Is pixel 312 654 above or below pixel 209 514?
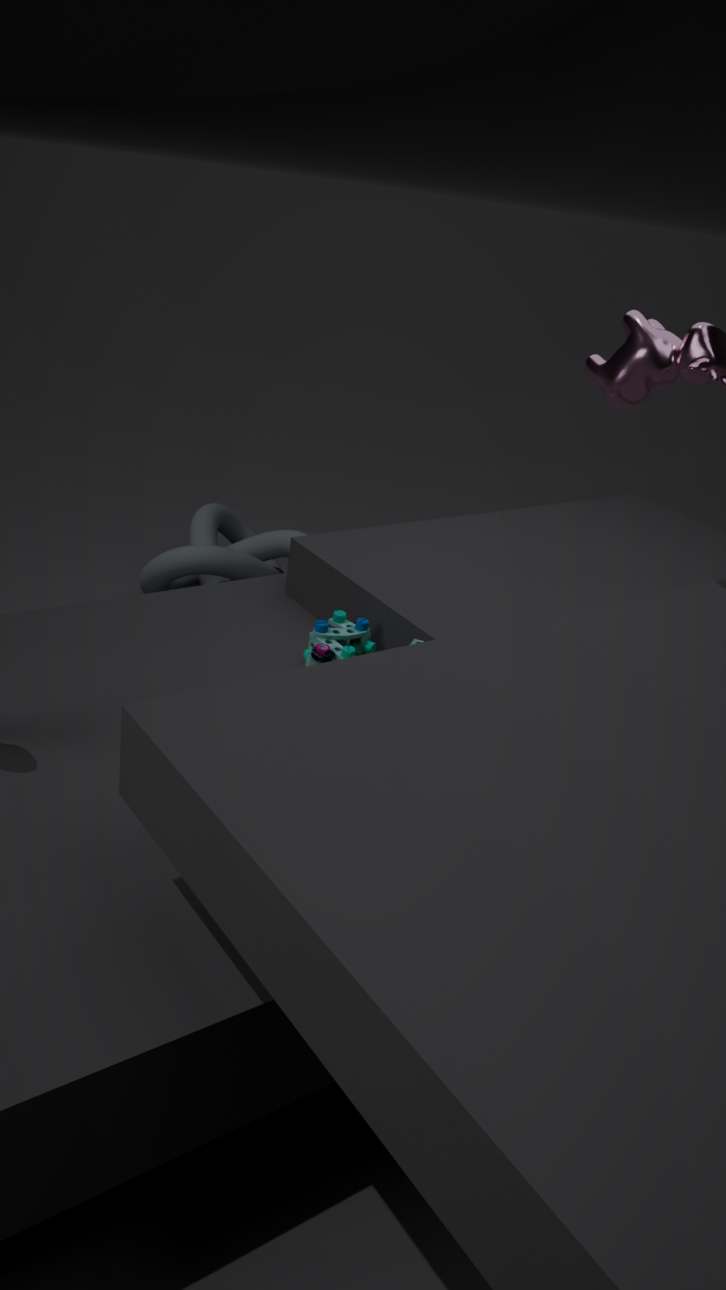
above
